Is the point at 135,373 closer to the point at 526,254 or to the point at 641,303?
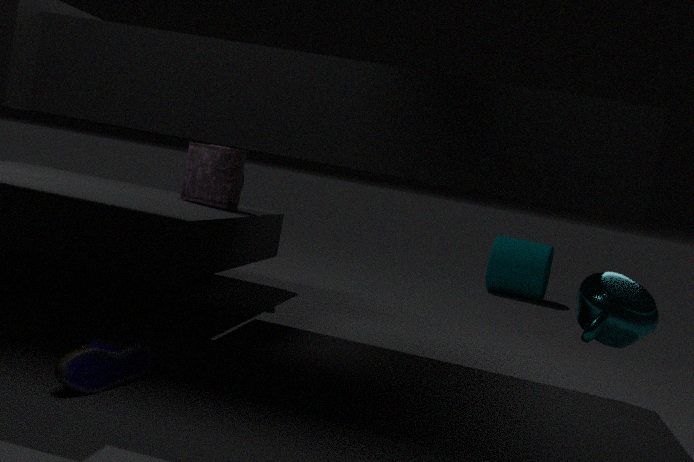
the point at 641,303
